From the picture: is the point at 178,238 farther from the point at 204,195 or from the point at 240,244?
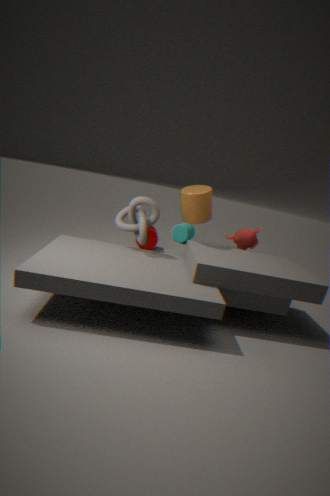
the point at 204,195
